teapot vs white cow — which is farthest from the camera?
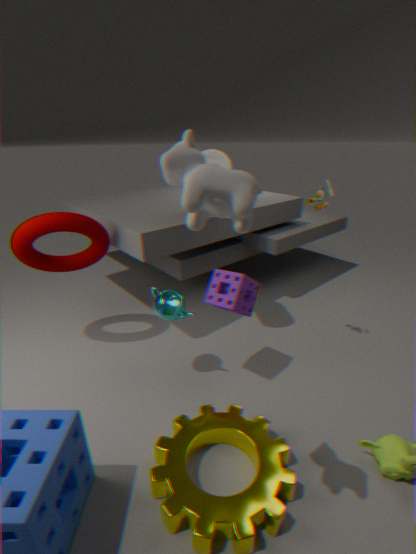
teapot
